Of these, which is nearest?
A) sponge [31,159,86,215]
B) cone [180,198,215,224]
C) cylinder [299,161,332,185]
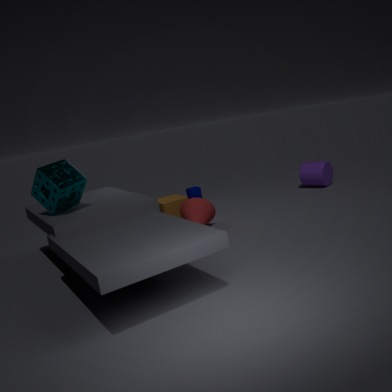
sponge [31,159,86,215]
